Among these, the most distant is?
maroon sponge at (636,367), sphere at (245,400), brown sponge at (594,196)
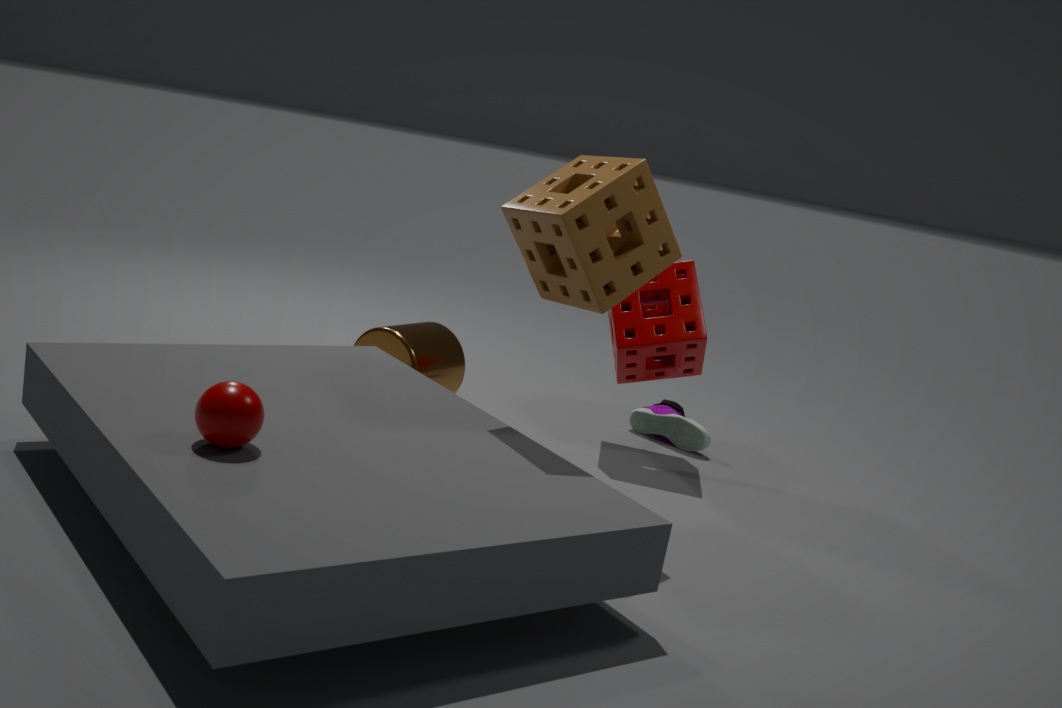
maroon sponge at (636,367)
